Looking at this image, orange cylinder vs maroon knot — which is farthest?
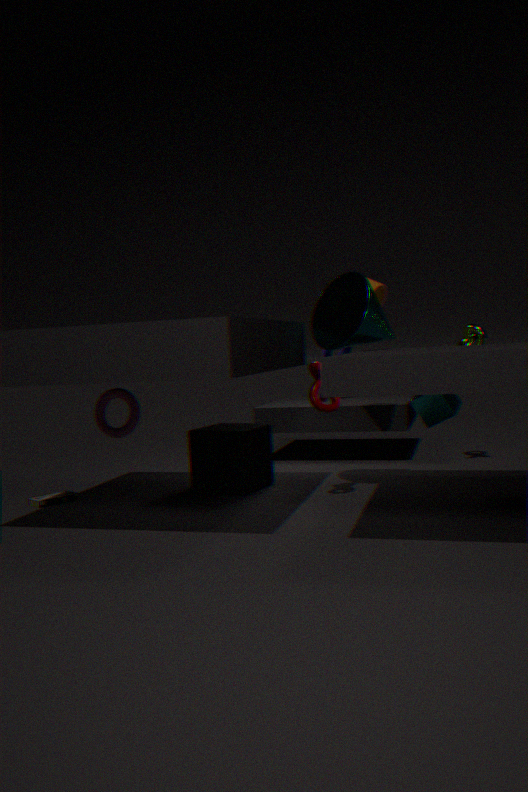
orange cylinder
